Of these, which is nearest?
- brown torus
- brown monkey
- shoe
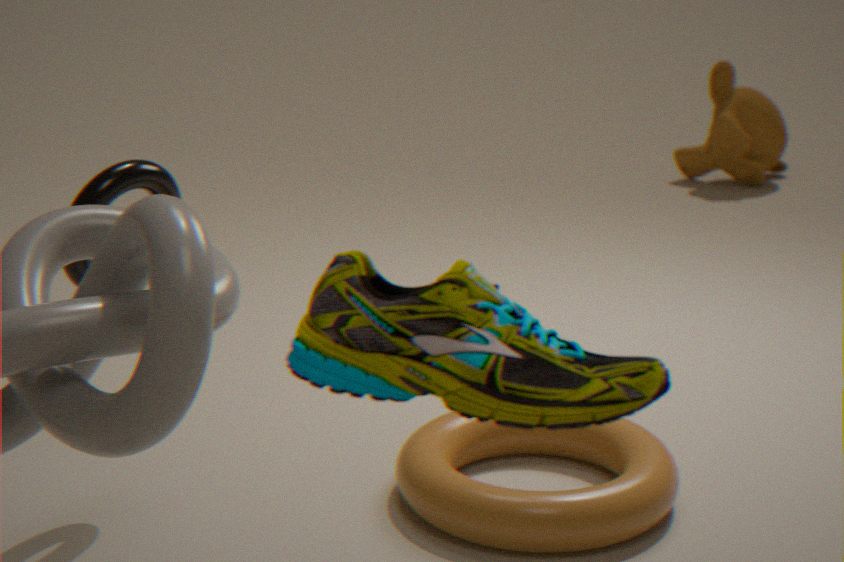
shoe
